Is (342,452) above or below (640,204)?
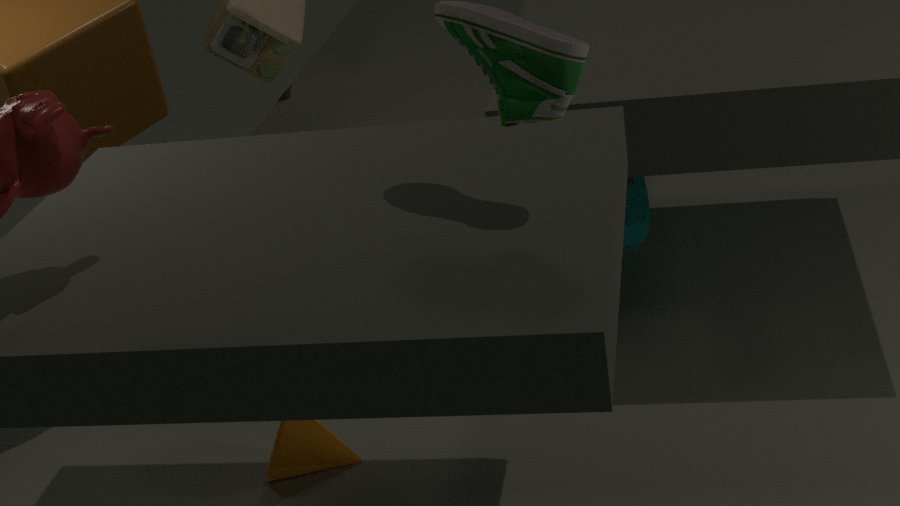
below
